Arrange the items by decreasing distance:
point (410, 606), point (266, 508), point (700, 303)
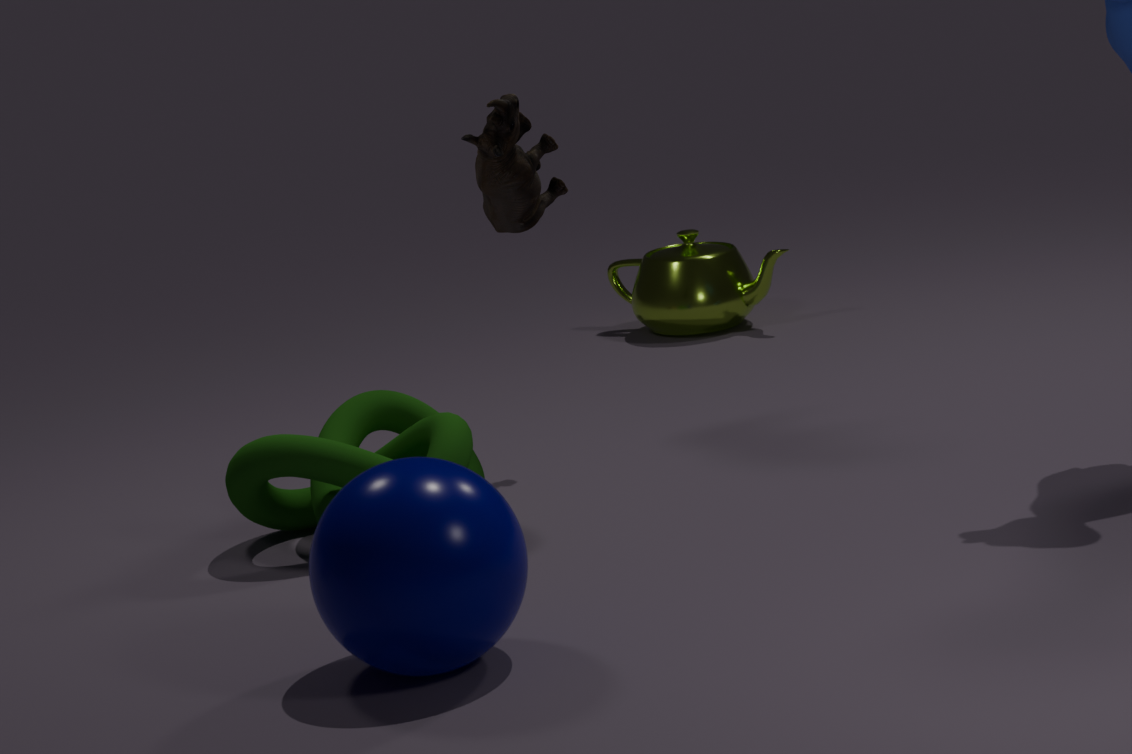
1. point (700, 303)
2. point (266, 508)
3. point (410, 606)
